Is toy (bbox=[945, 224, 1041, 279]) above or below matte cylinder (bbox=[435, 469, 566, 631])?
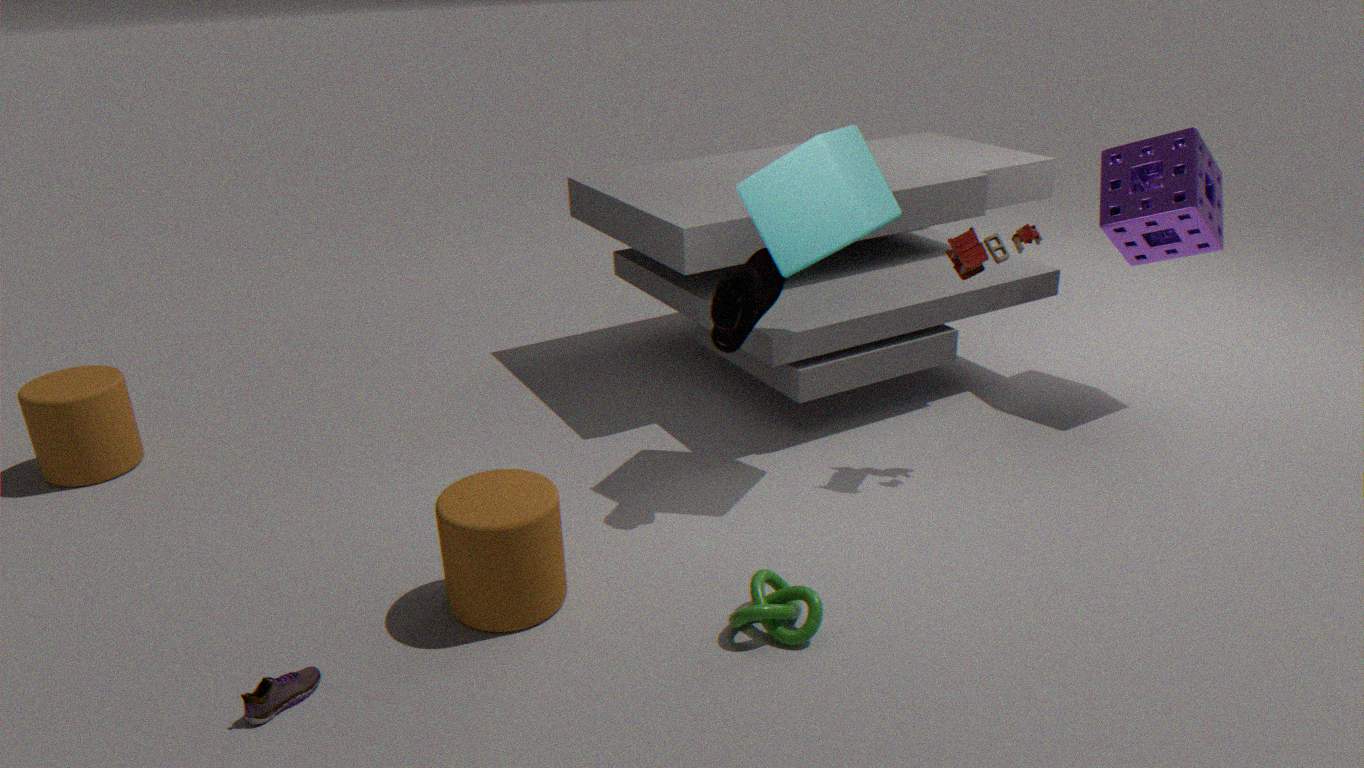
above
